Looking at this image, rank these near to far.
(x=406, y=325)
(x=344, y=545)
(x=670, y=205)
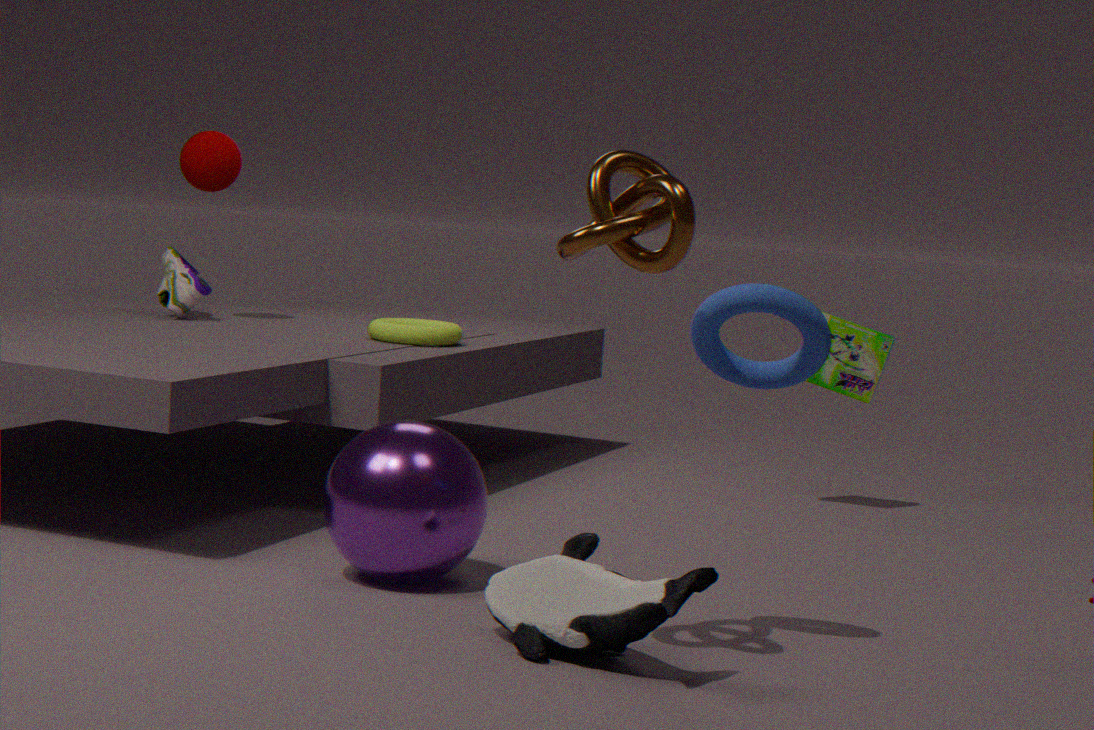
(x=670, y=205), (x=344, y=545), (x=406, y=325)
